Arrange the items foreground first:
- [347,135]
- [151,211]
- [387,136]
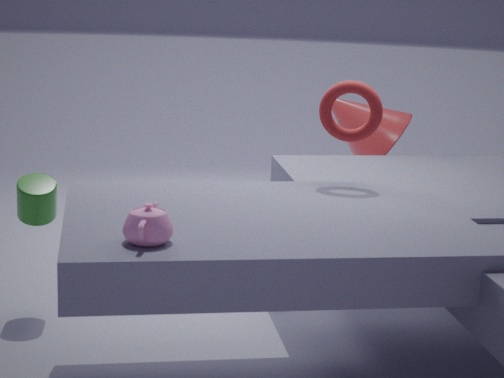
[151,211] → [347,135] → [387,136]
